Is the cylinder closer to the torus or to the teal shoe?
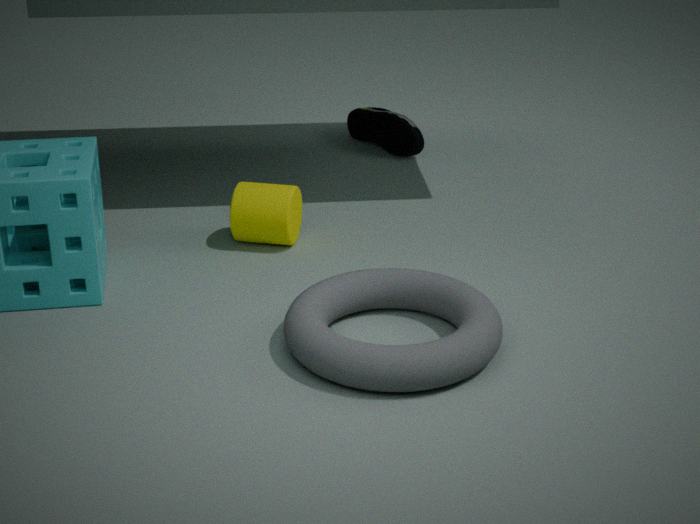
the torus
